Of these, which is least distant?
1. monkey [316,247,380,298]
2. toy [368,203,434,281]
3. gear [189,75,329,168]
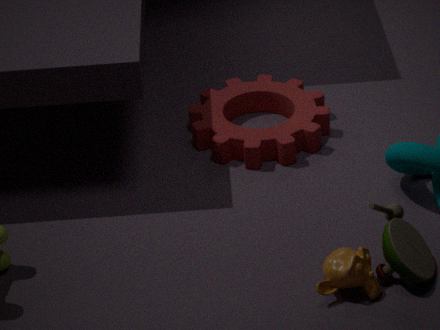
monkey [316,247,380,298]
